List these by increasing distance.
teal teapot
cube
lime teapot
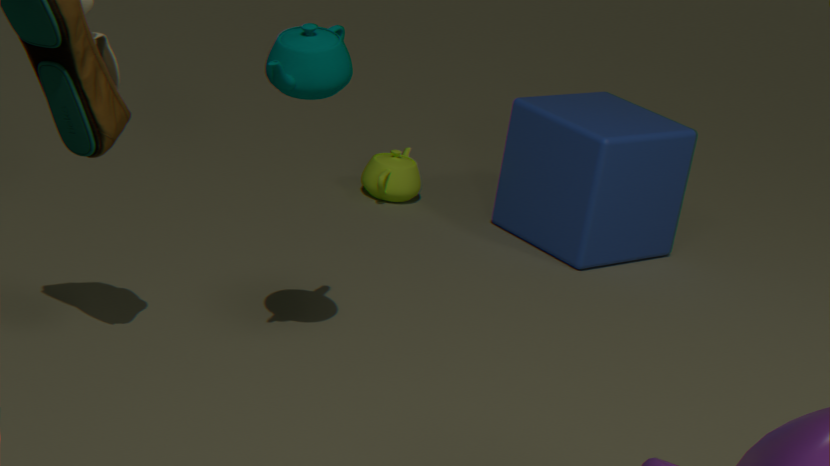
teal teapot, cube, lime teapot
